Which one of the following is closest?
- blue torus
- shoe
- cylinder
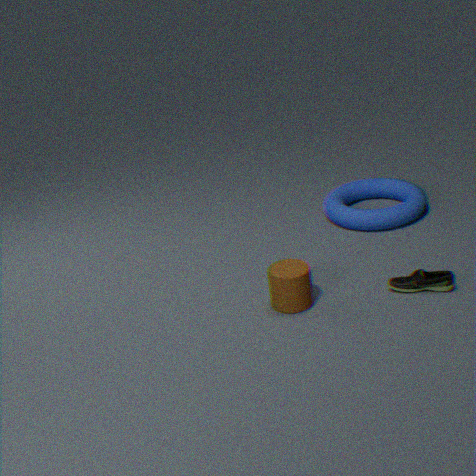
cylinder
